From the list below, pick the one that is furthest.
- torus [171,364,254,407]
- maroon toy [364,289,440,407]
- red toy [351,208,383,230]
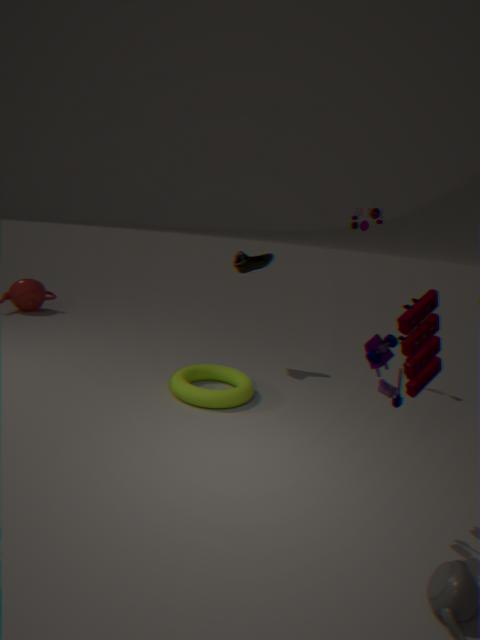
red toy [351,208,383,230]
